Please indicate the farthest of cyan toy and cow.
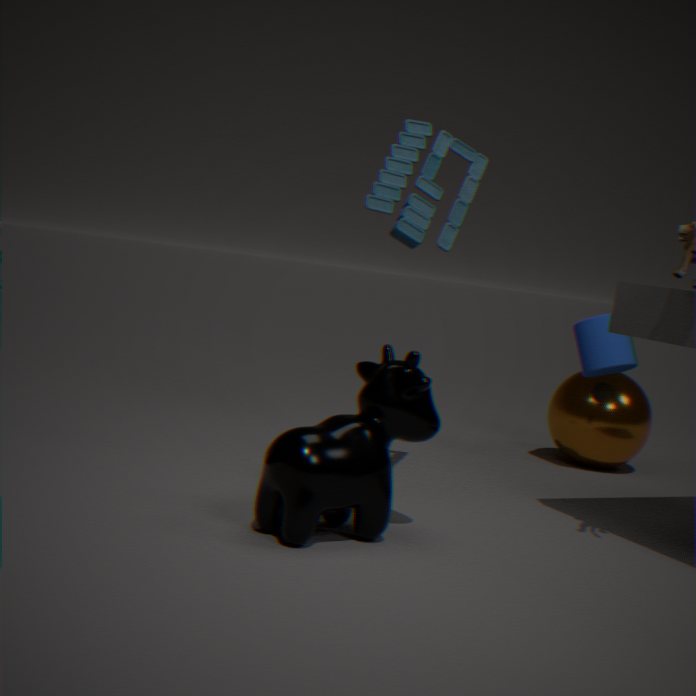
cyan toy
